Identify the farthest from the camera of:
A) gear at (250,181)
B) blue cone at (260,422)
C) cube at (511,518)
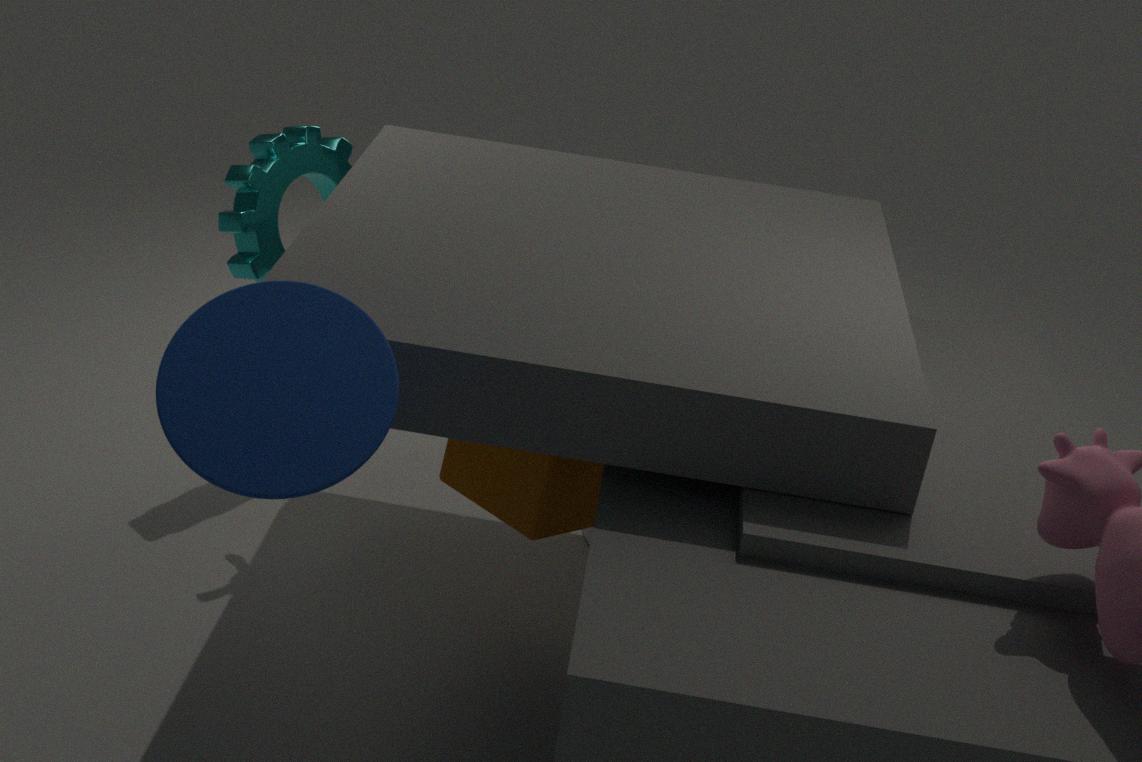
gear at (250,181)
